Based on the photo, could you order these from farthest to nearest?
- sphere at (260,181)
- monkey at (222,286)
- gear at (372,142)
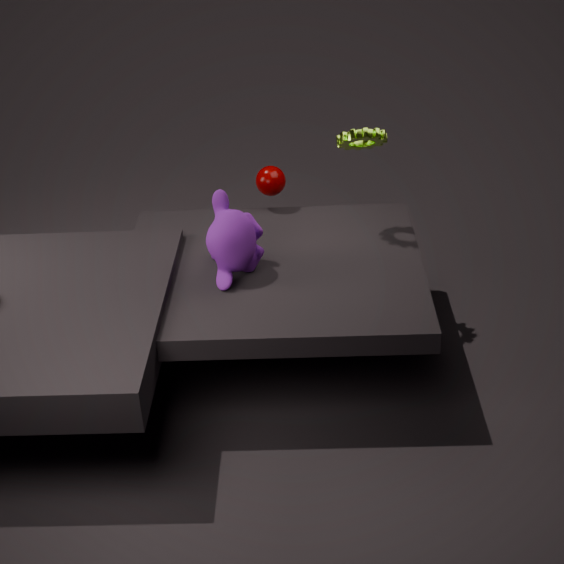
sphere at (260,181), gear at (372,142), monkey at (222,286)
